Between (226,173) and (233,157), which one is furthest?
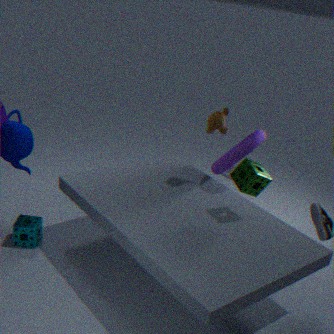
(226,173)
